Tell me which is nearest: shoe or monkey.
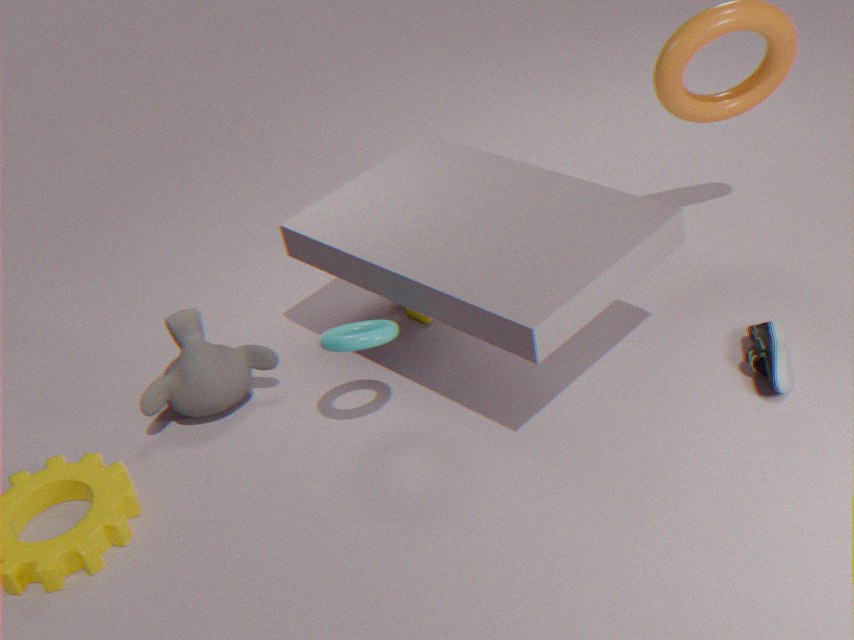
shoe
